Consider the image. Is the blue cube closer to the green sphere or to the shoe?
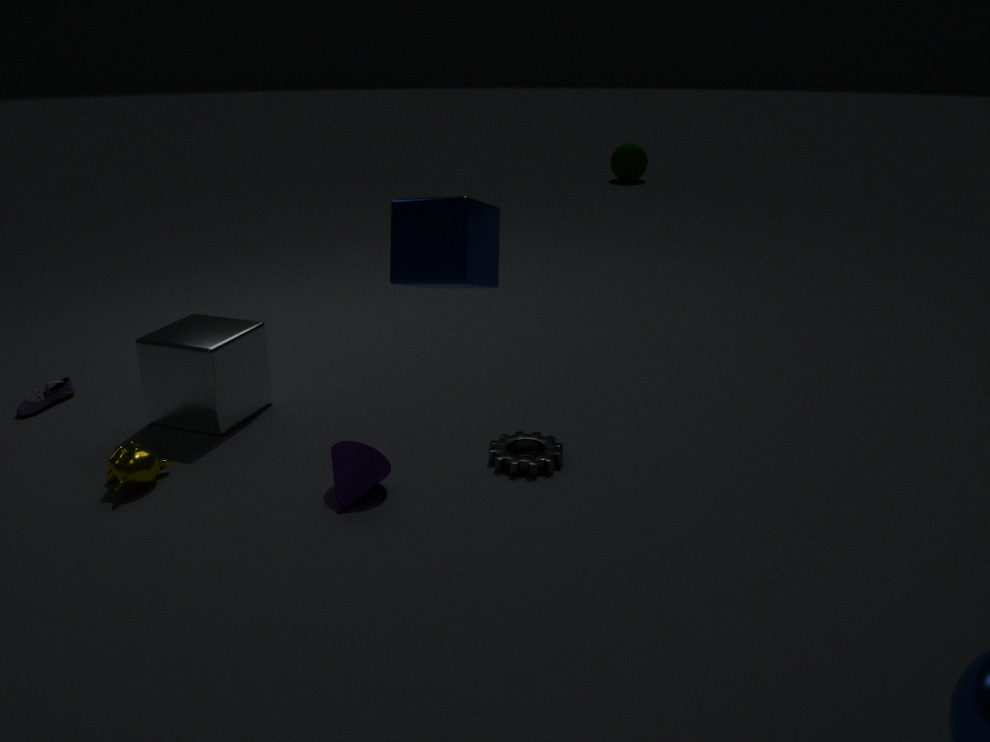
the shoe
